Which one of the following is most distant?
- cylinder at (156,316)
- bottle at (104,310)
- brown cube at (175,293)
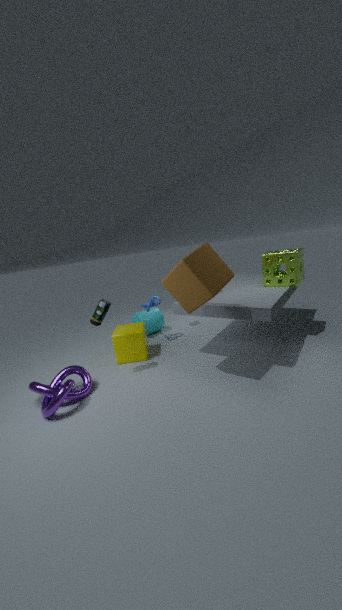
cylinder at (156,316)
